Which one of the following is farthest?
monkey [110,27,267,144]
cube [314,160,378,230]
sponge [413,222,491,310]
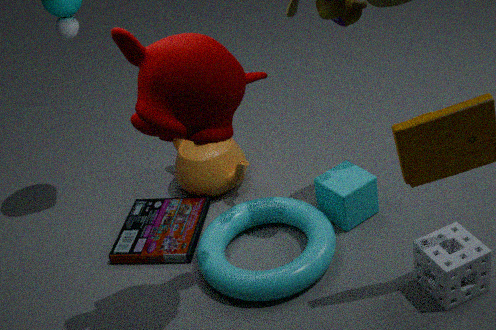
cube [314,160,378,230]
